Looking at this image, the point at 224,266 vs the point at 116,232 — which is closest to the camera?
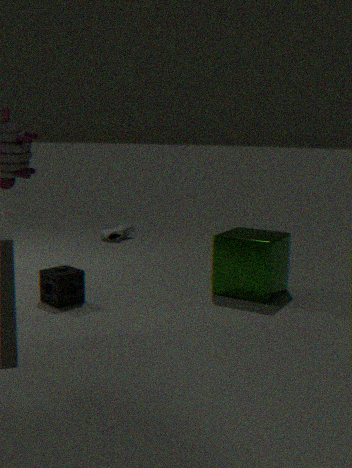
the point at 224,266
